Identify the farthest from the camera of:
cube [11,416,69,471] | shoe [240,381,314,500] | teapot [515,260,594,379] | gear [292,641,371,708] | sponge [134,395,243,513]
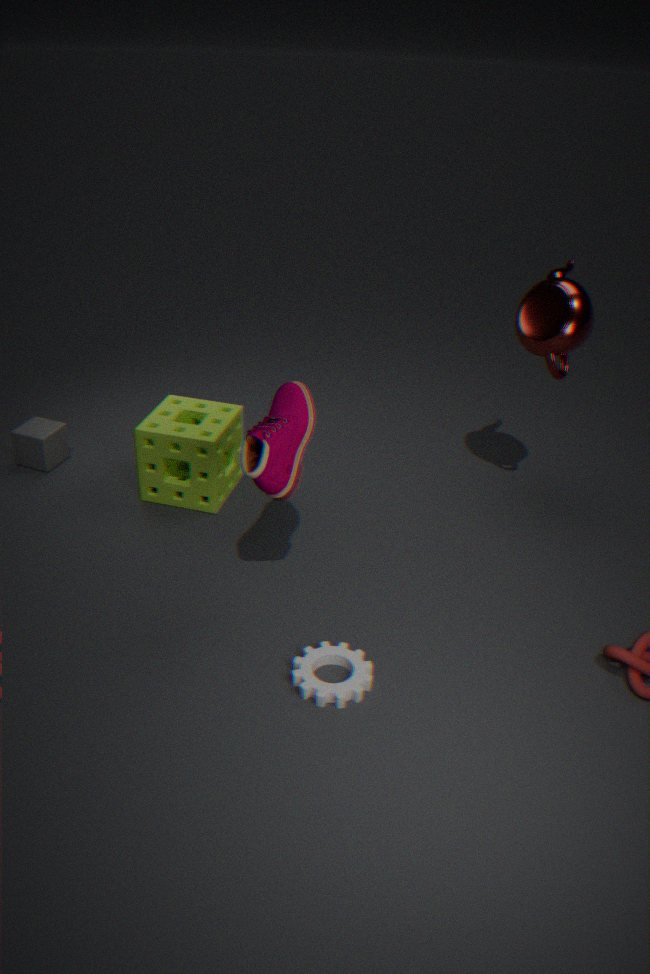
cube [11,416,69,471]
